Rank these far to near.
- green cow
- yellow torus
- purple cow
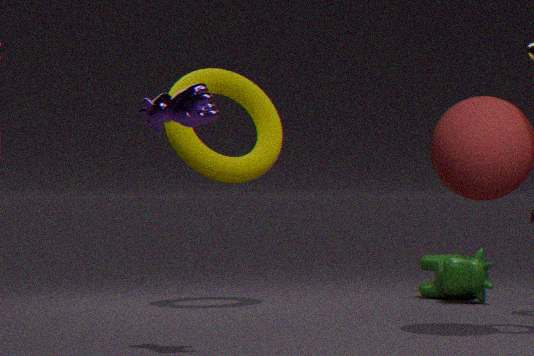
green cow < yellow torus < purple cow
